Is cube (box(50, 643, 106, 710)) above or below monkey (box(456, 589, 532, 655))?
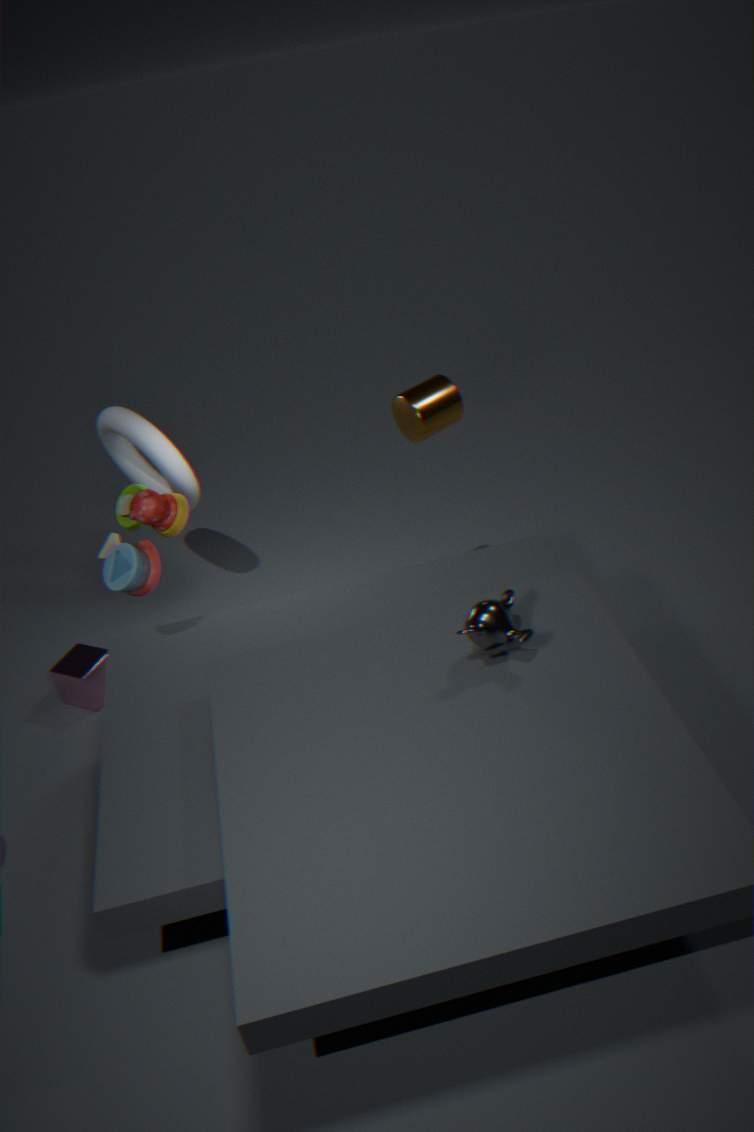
below
